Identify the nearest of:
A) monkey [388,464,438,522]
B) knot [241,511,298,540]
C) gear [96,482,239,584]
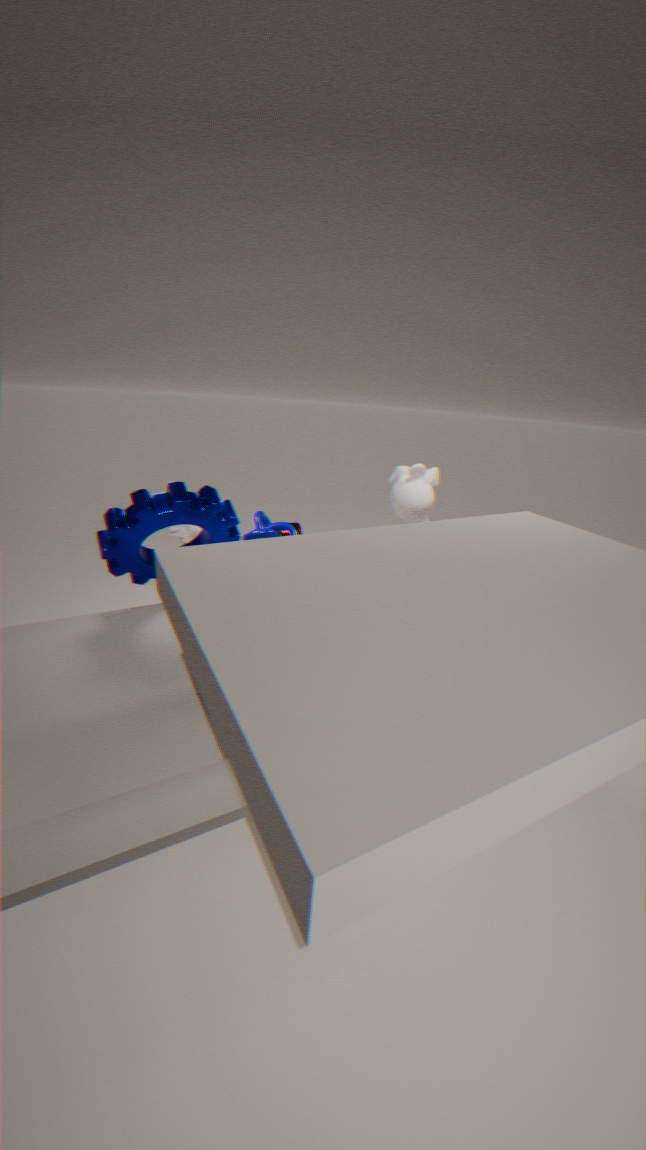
gear [96,482,239,584]
